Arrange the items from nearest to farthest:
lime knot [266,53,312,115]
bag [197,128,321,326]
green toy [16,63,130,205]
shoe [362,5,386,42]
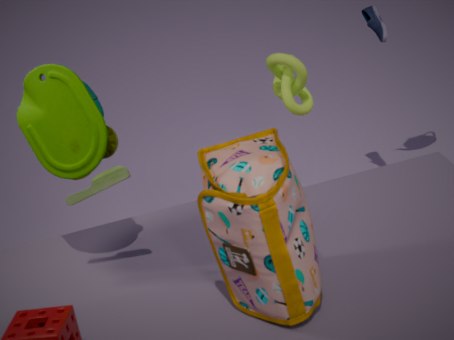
bag [197,128,321,326] < green toy [16,63,130,205] < lime knot [266,53,312,115] < shoe [362,5,386,42]
